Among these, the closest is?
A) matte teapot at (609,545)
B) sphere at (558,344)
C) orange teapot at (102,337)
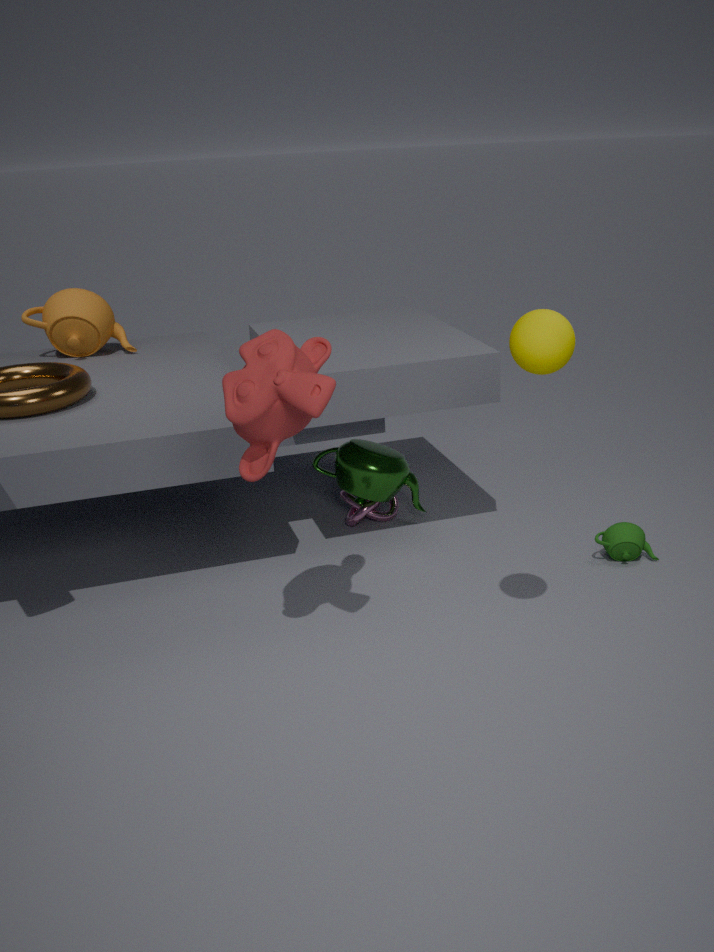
sphere at (558,344)
